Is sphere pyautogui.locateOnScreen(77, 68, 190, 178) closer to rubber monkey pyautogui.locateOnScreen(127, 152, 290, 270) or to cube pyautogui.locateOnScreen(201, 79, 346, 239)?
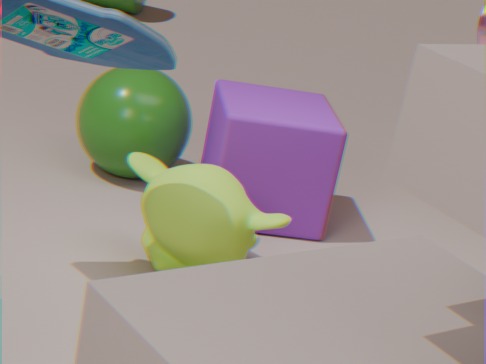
cube pyautogui.locateOnScreen(201, 79, 346, 239)
